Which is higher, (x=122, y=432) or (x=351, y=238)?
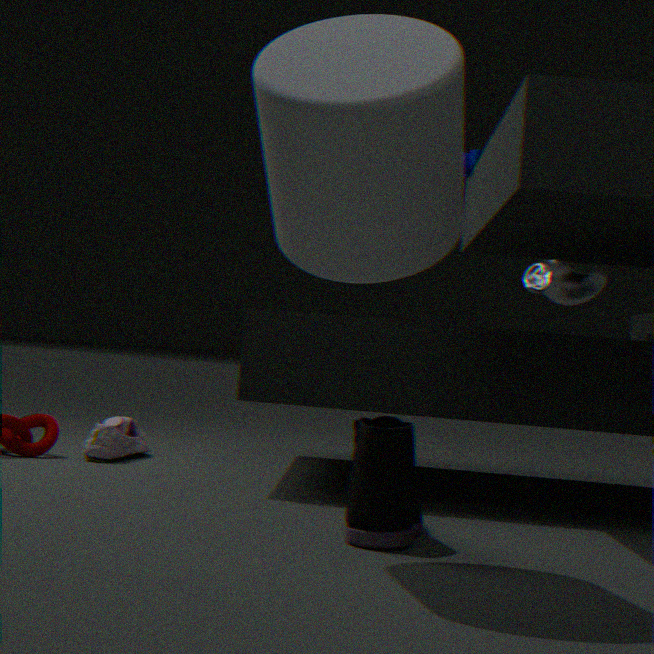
(x=351, y=238)
